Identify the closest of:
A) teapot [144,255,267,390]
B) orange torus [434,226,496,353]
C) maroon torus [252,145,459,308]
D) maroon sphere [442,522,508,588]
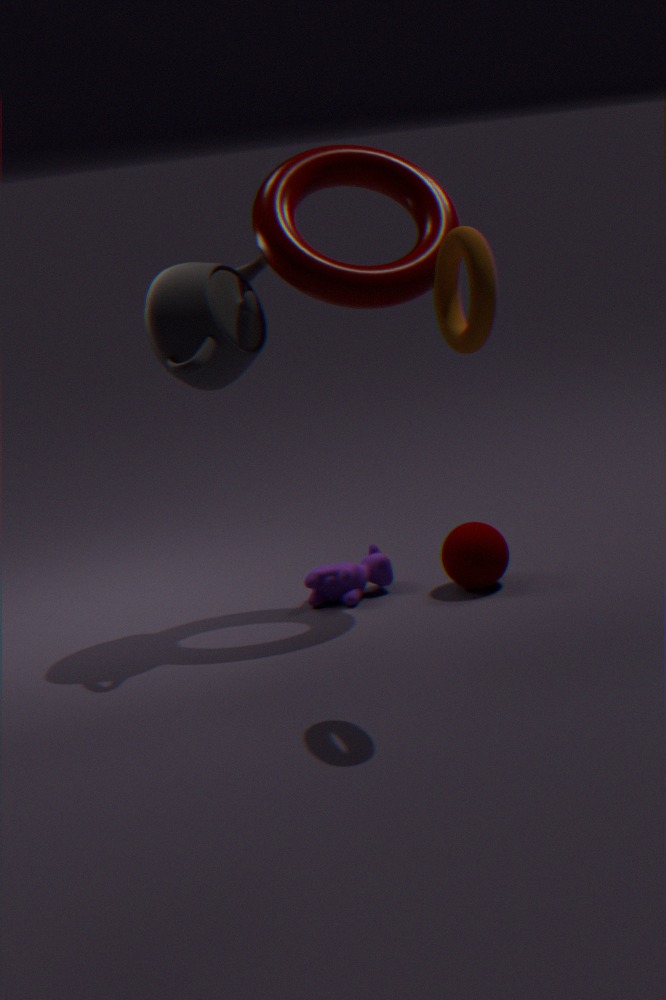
orange torus [434,226,496,353]
